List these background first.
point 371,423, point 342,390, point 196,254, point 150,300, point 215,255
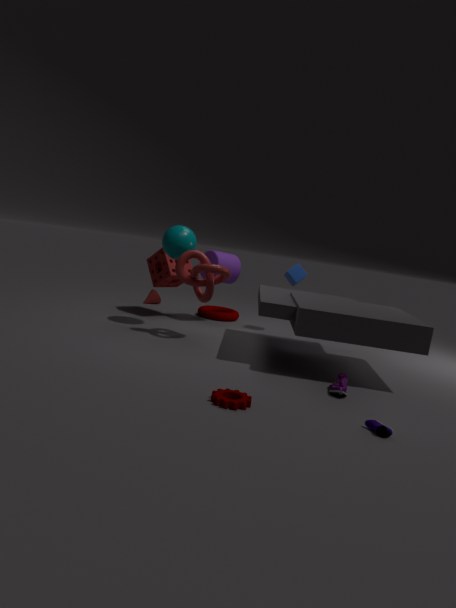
point 150,300 → point 215,255 → point 196,254 → point 342,390 → point 371,423
